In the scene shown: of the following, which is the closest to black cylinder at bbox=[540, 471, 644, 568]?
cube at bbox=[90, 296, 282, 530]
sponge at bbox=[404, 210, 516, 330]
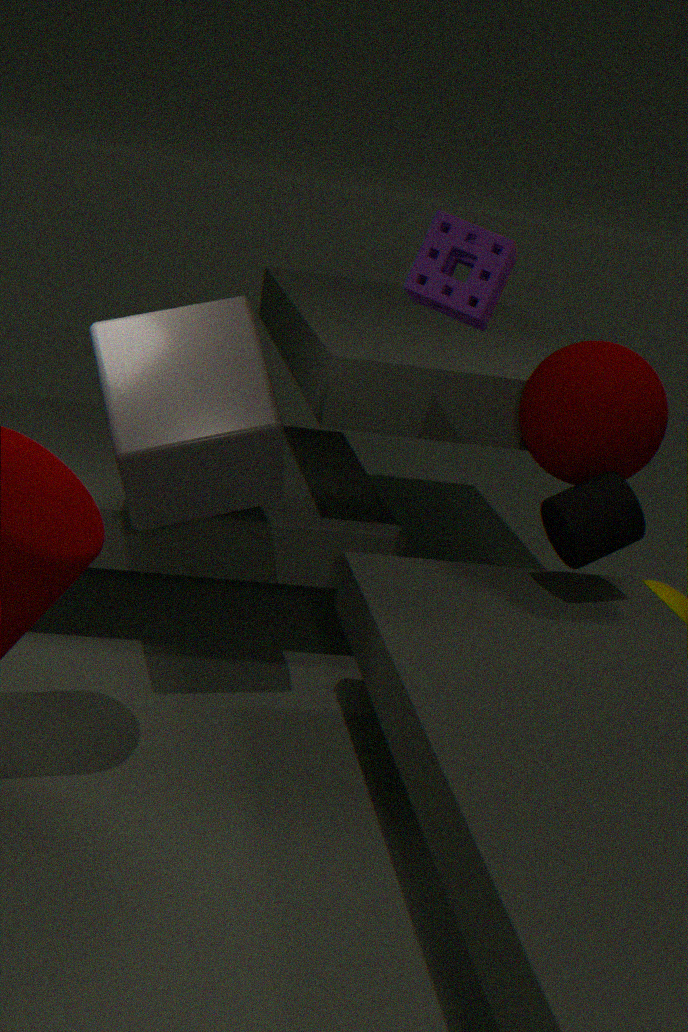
sponge at bbox=[404, 210, 516, 330]
